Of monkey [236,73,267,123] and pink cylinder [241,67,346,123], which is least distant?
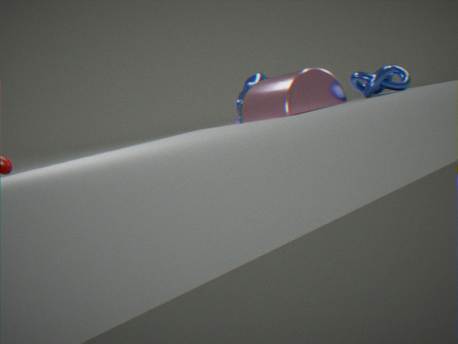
pink cylinder [241,67,346,123]
